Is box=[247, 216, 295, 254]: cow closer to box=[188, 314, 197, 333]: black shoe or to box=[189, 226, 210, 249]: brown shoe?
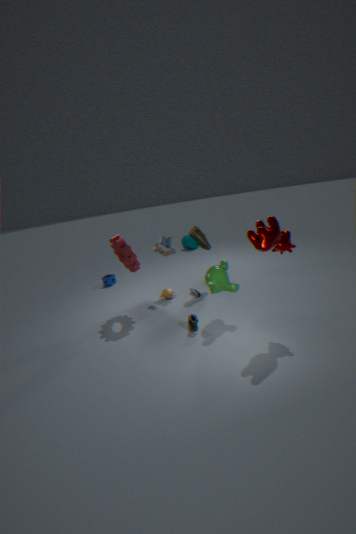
box=[188, 314, 197, 333]: black shoe
